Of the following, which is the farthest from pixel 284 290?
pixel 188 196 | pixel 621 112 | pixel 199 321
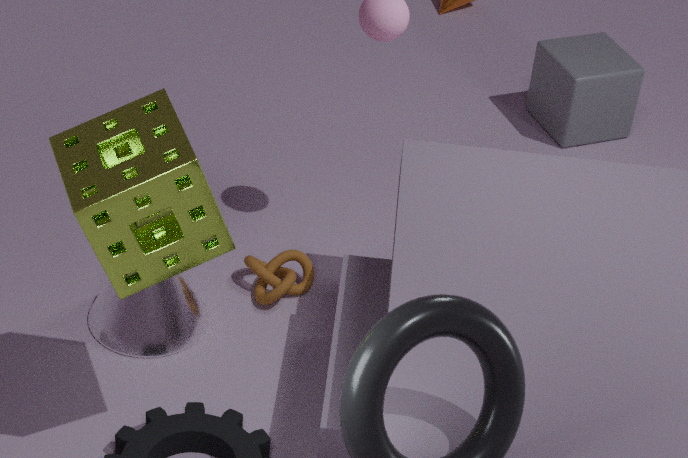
pixel 621 112
